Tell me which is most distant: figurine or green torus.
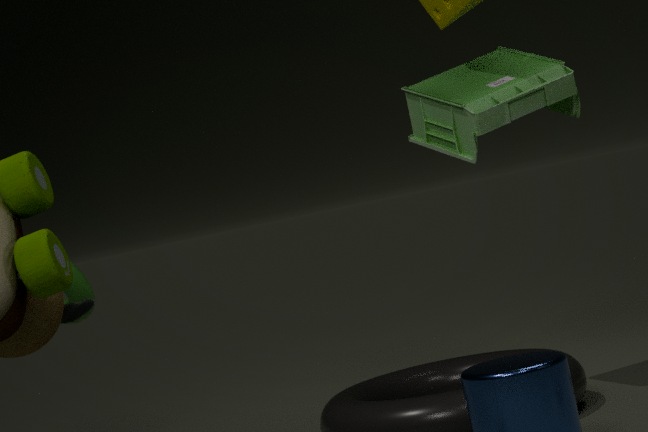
green torus
